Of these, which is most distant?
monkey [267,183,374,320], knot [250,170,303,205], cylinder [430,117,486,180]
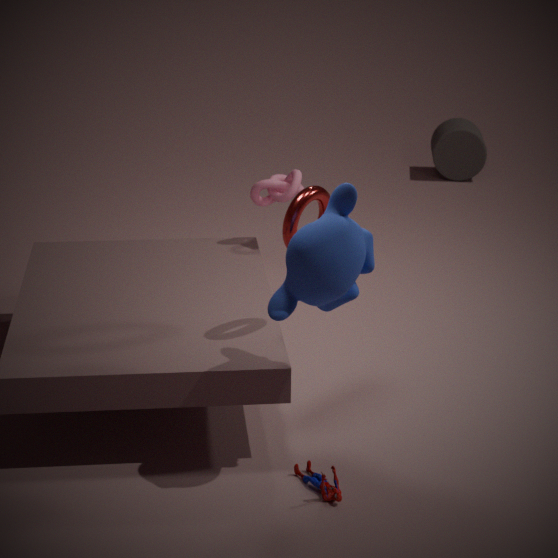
cylinder [430,117,486,180]
